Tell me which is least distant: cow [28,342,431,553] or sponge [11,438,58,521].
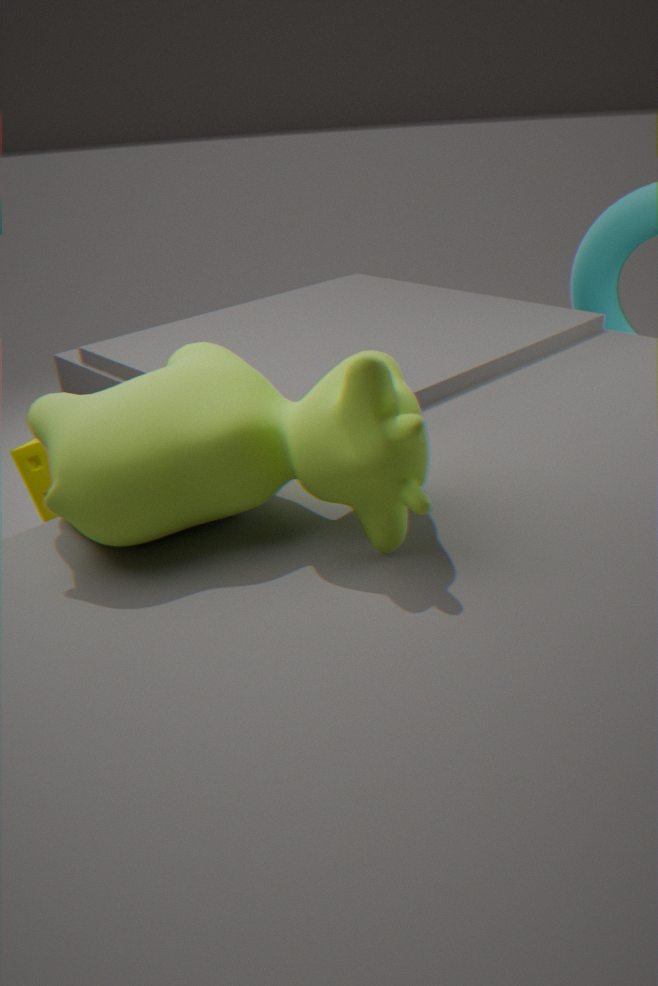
cow [28,342,431,553]
